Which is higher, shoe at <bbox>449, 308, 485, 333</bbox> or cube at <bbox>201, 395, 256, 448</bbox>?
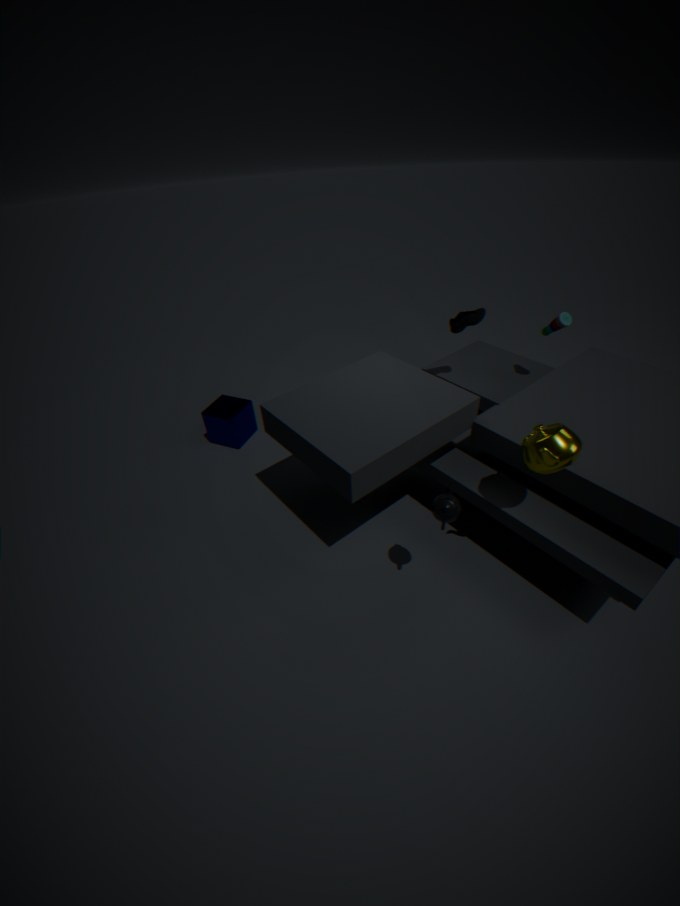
shoe at <bbox>449, 308, 485, 333</bbox>
